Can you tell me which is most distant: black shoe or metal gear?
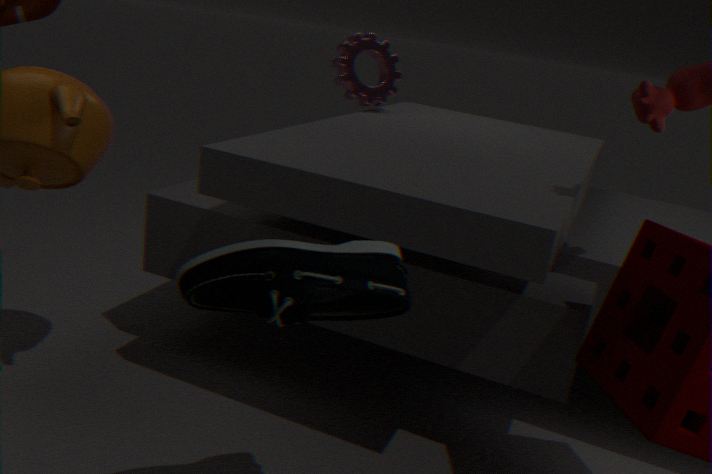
metal gear
